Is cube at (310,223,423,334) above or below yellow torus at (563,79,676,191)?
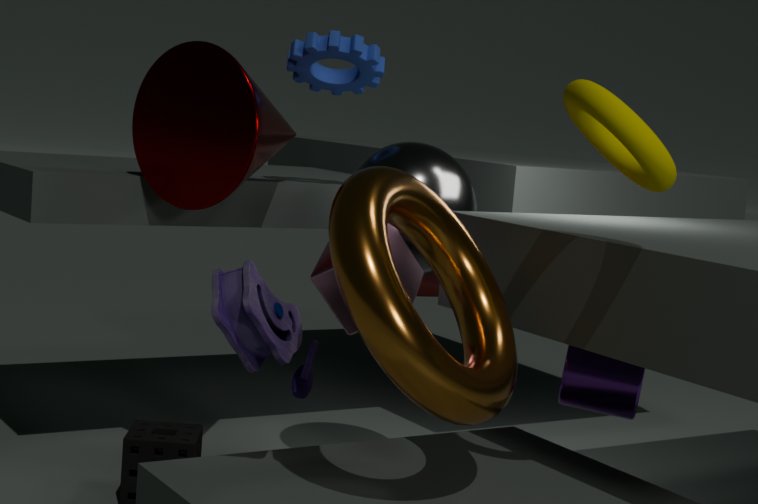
below
